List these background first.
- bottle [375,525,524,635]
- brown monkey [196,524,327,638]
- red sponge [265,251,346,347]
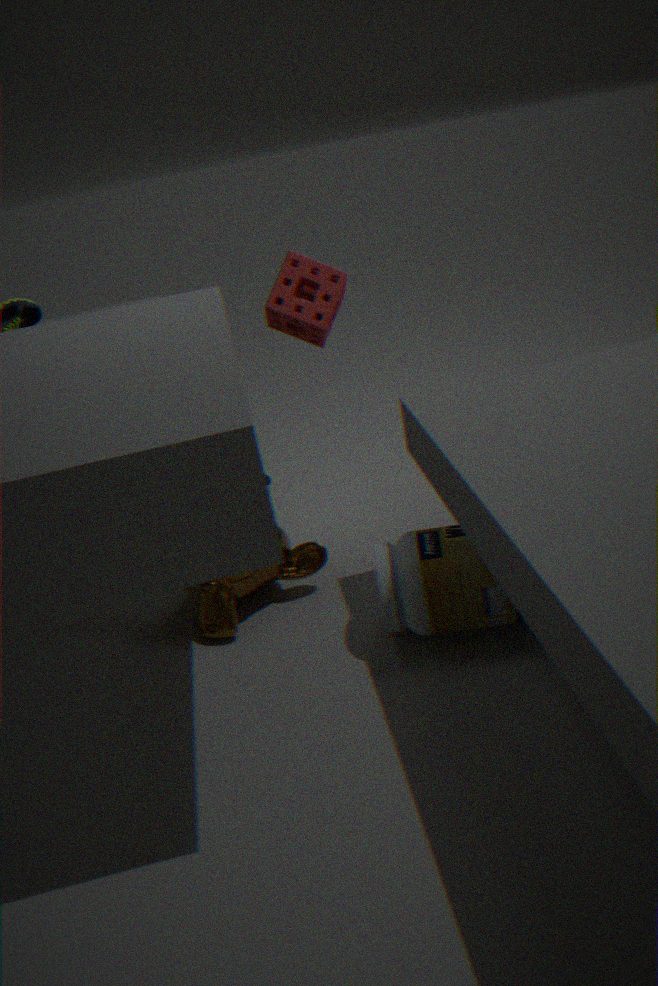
red sponge [265,251,346,347], brown monkey [196,524,327,638], bottle [375,525,524,635]
